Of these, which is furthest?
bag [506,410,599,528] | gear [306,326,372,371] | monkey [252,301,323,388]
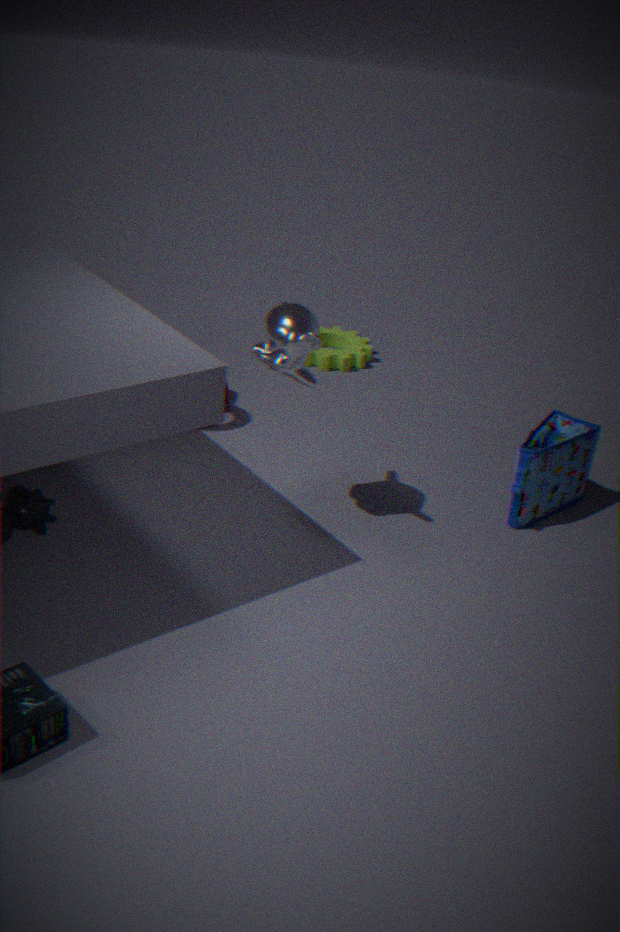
gear [306,326,372,371]
